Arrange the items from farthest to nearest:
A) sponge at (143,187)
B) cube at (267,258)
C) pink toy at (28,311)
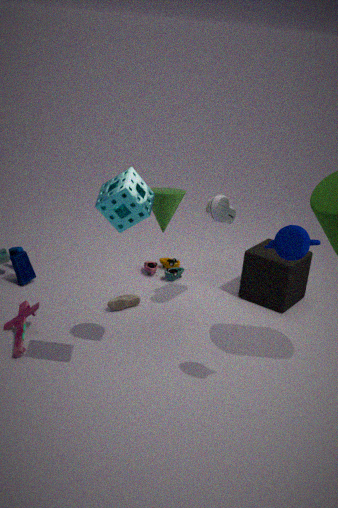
cube at (267,258) < pink toy at (28,311) < sponge at (143,187)
